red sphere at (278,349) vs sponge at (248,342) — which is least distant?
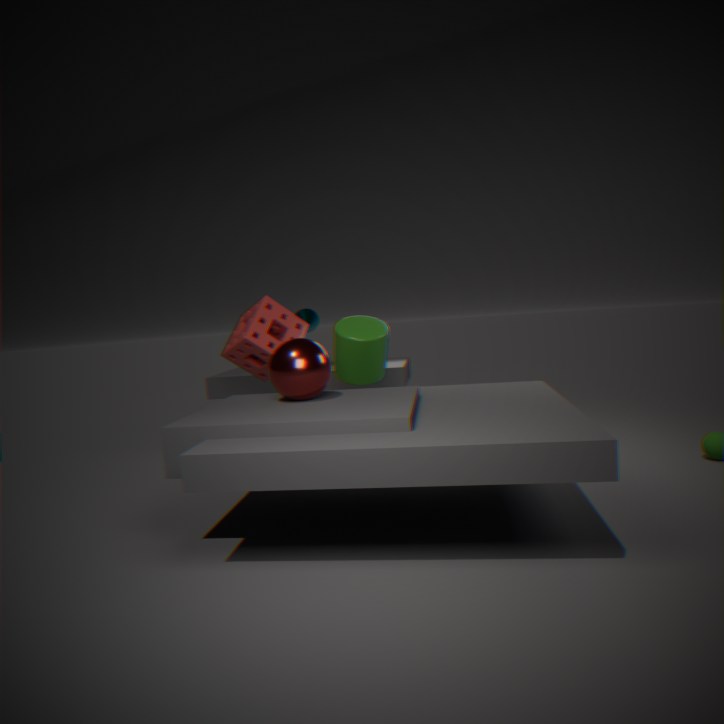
red sphere at (278,349)
